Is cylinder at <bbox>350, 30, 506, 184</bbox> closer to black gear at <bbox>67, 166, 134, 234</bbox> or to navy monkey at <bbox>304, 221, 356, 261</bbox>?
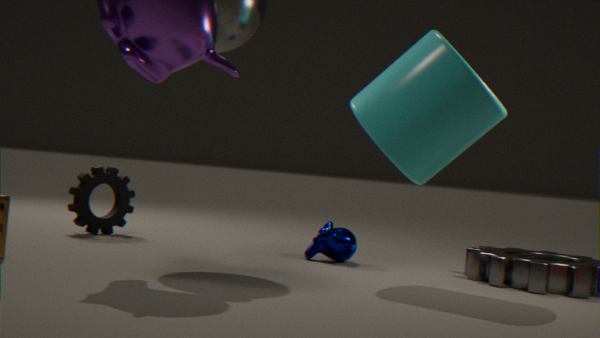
navy monkey at <bbox>304, 221, 356, 261</bbox>
